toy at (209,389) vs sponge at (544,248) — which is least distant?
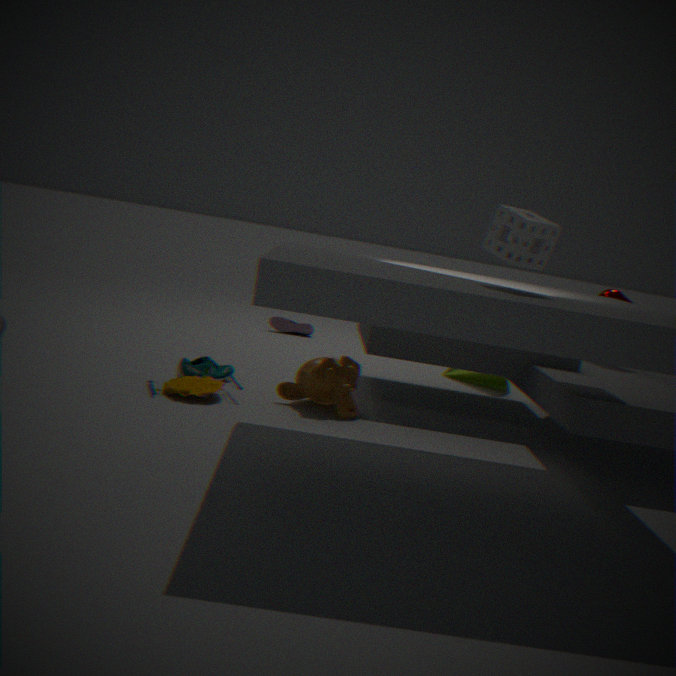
sponge at (544,248)
